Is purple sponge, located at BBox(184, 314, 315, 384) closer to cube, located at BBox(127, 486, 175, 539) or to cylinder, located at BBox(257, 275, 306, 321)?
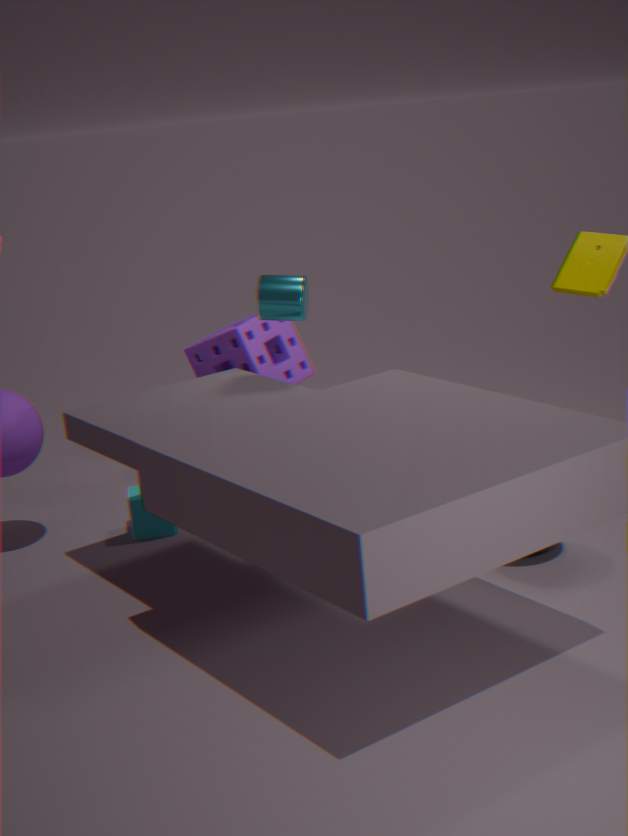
cylinder, located at BBox(257, 275, 306, 321)
